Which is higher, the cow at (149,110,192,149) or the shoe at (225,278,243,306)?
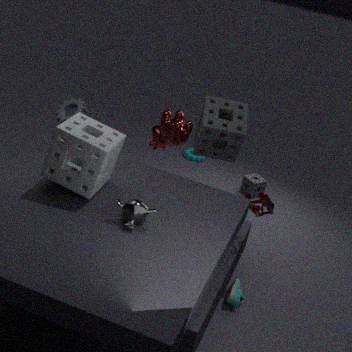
the cow at (149,110,192,149)
